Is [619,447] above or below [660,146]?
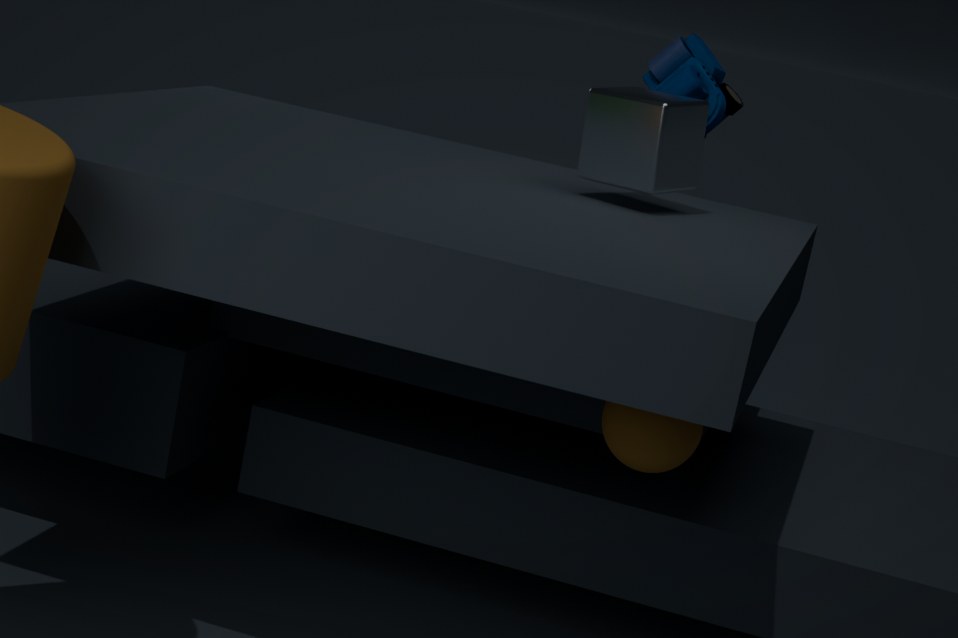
below
